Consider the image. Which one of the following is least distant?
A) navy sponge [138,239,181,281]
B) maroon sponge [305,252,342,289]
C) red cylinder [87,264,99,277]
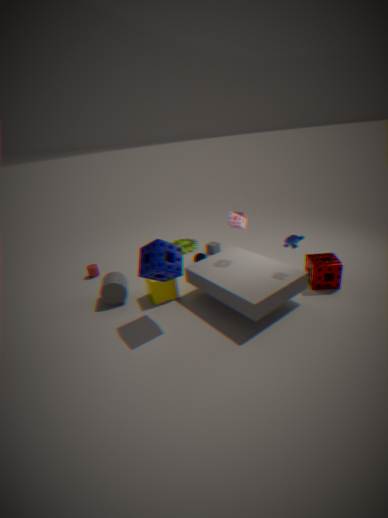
navy sponge [138,239,181,281]
